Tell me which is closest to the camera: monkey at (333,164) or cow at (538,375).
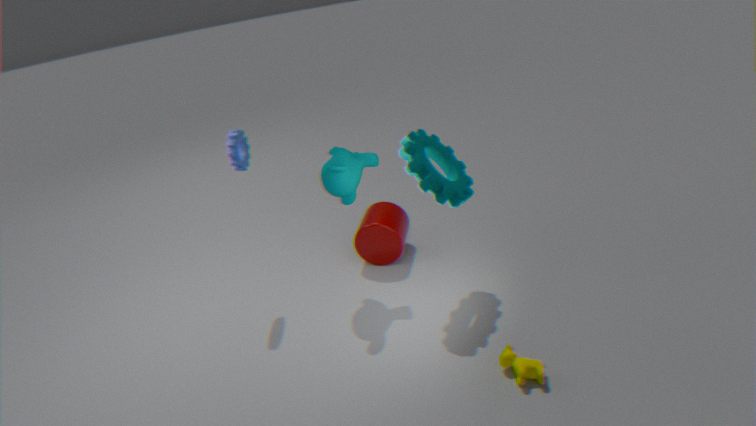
cow at (538,375)
